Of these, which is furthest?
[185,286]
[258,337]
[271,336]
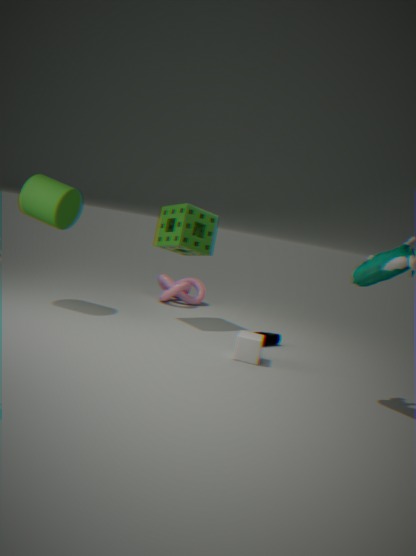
[185,286]
